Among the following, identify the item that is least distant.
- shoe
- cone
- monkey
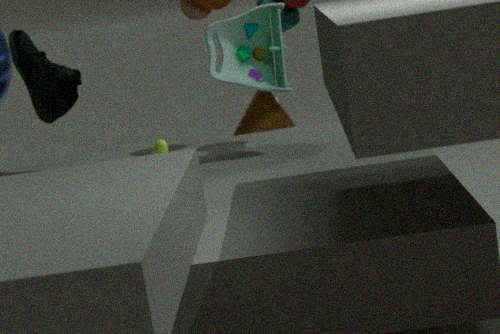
monkey
